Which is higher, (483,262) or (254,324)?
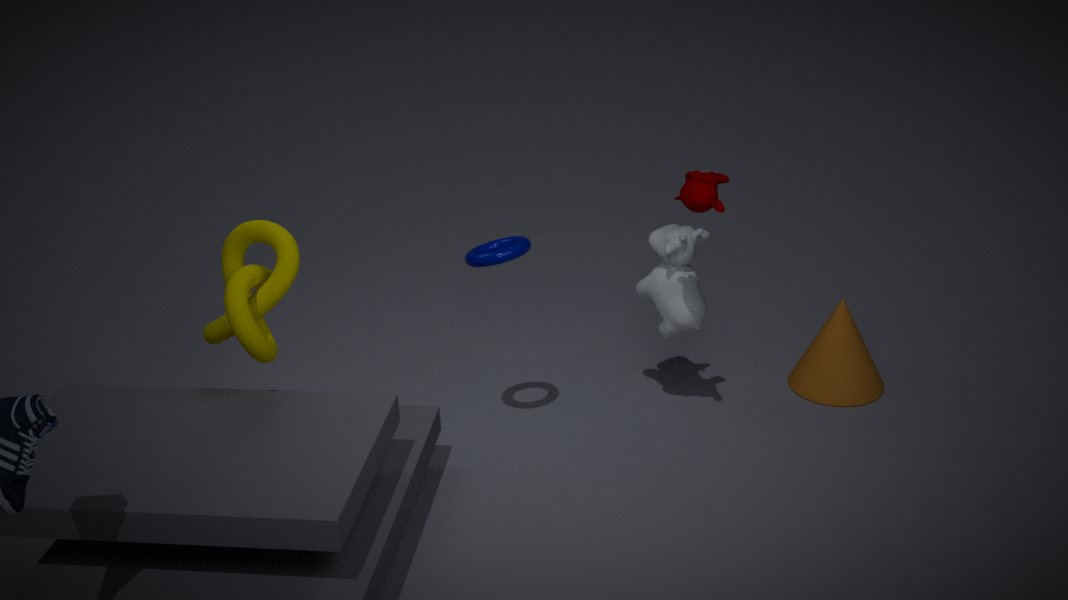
(483,262)
